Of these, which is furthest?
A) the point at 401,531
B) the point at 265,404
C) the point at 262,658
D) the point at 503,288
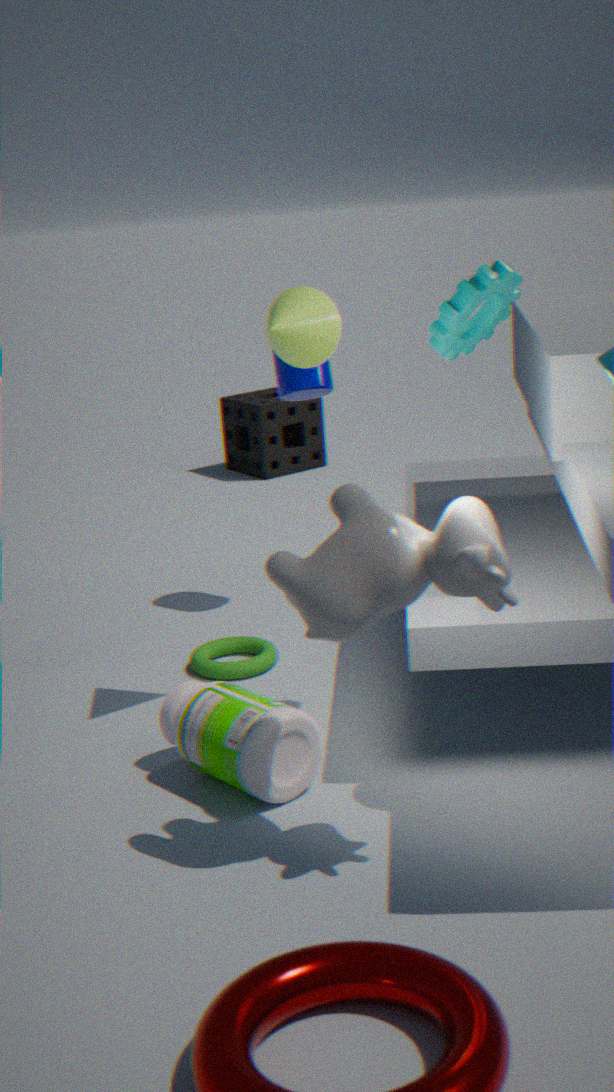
the point at 265,404
